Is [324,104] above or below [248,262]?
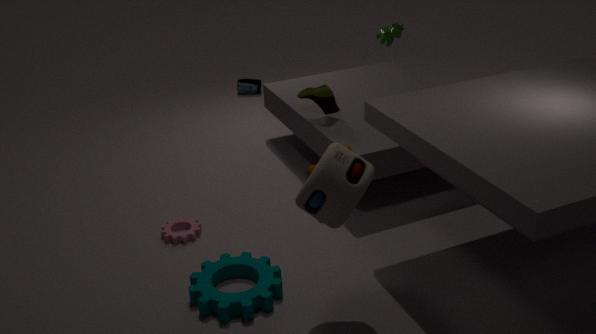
above
